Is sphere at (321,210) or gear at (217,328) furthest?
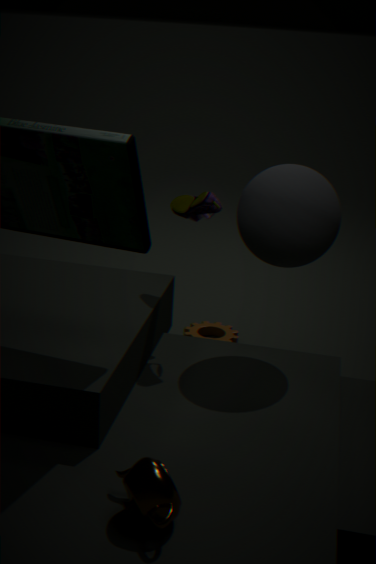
gear at (217,328)
